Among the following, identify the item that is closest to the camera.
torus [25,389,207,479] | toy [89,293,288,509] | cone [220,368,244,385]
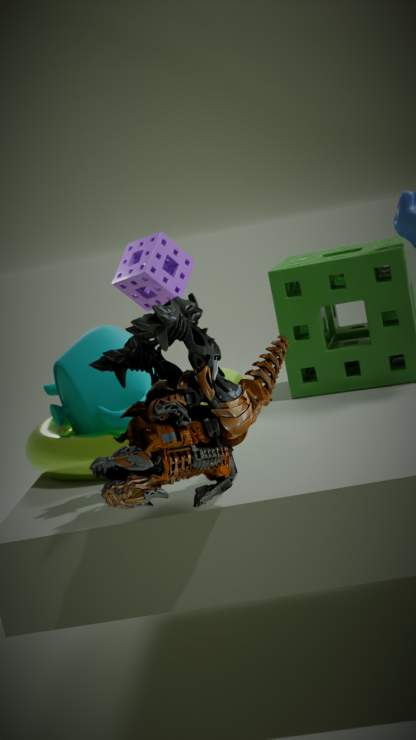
toy [89,293,288,509]
